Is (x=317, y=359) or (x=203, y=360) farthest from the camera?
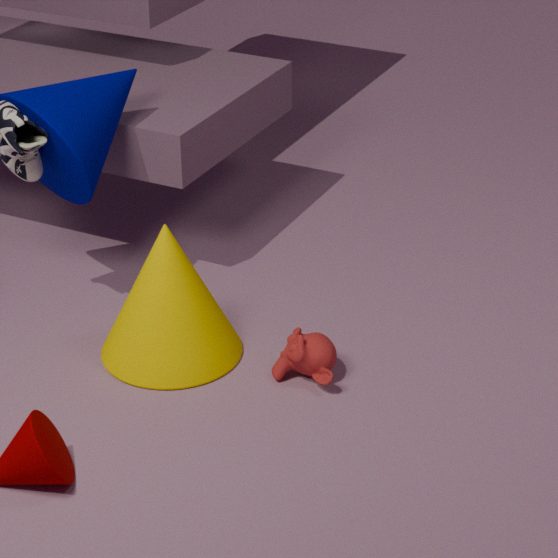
(x=203, y=360)
